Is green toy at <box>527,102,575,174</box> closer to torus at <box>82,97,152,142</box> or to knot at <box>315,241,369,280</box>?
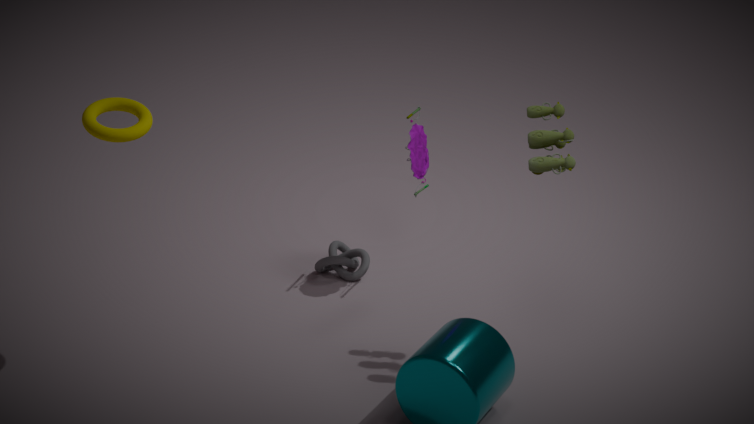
knot at <box>315,241,369,280</box>
